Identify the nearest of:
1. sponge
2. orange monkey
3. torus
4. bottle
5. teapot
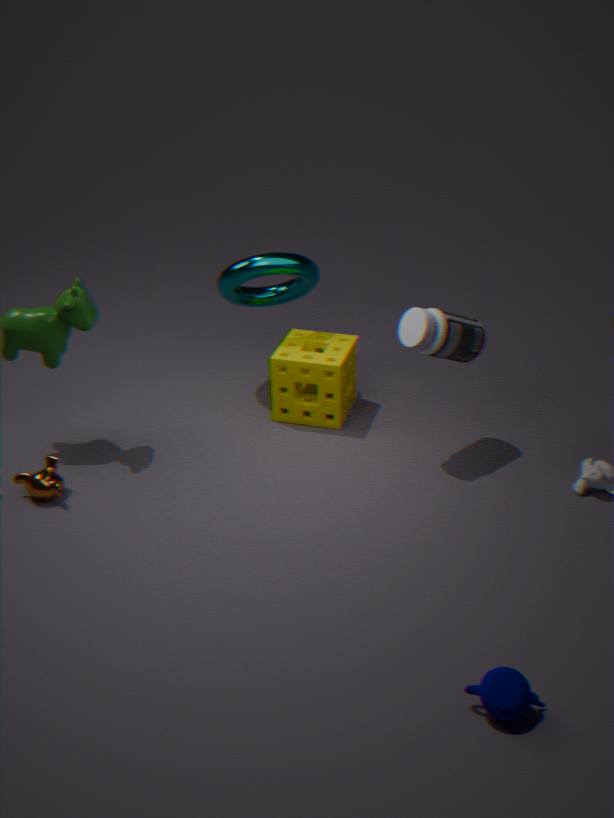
teapot
